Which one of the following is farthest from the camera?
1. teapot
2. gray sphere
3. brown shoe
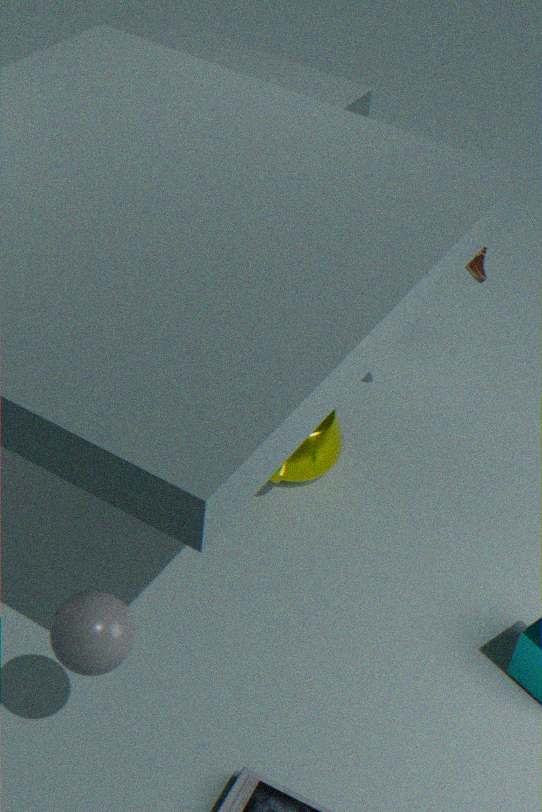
teapot
